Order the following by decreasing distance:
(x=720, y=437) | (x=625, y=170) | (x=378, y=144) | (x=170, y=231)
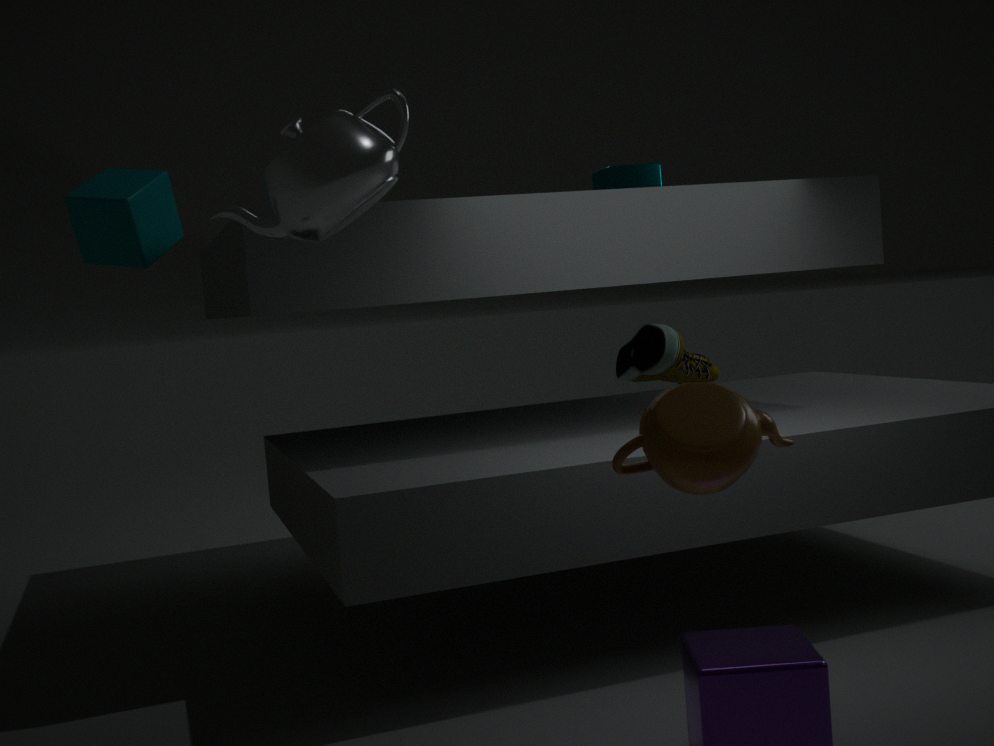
(x=625, y=170), (x=170, y=231), (x=720, y=437), (x=378, y=144)
